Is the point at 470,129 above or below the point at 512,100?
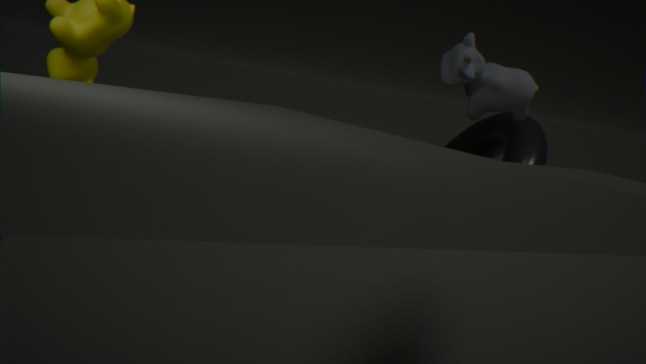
below
